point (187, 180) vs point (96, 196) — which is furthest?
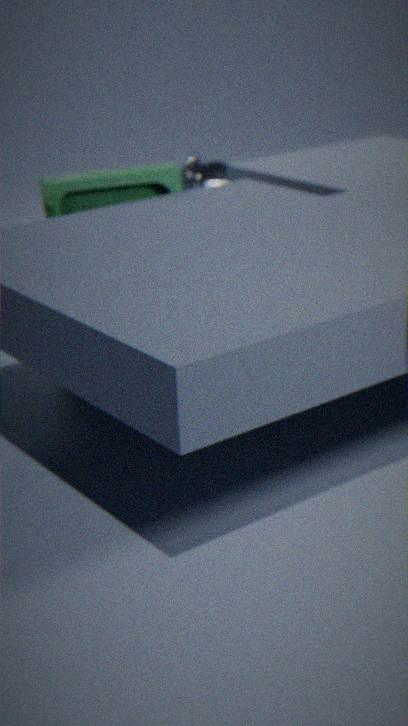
point (187, 180)
